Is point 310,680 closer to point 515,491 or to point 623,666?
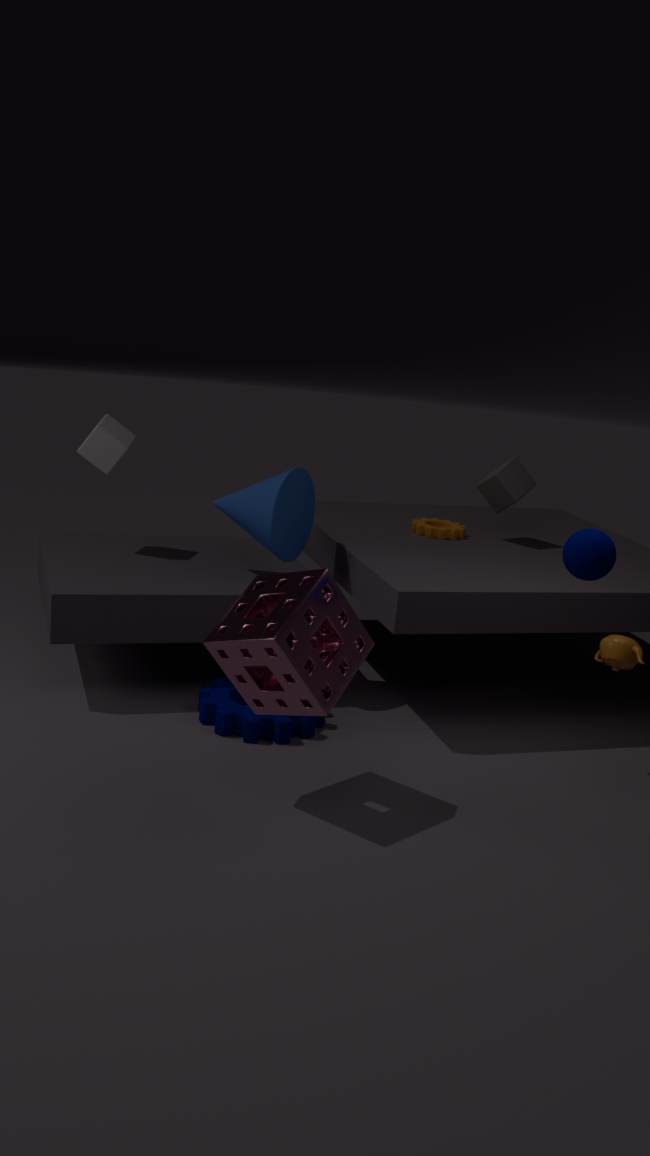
point 623,666
